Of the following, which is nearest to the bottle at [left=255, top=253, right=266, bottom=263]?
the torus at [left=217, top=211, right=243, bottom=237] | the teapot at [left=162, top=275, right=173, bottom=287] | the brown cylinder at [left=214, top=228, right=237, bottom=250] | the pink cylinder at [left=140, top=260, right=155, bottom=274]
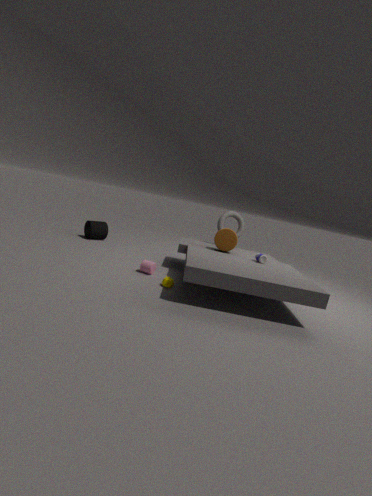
the brown cylinder at [left=214, top=228, right=237, bottom=250]
